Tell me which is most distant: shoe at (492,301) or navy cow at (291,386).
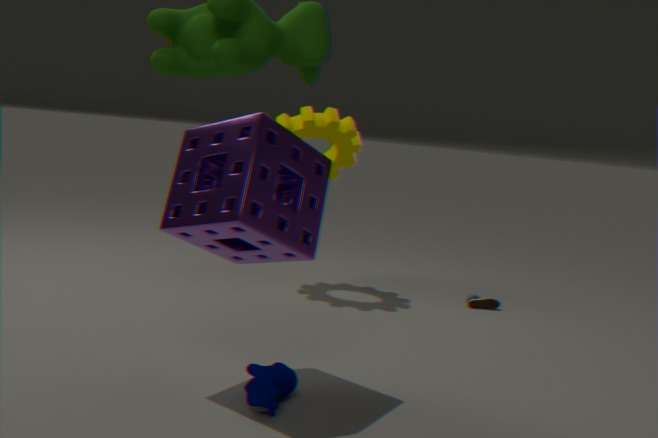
shoe at (492,301)
